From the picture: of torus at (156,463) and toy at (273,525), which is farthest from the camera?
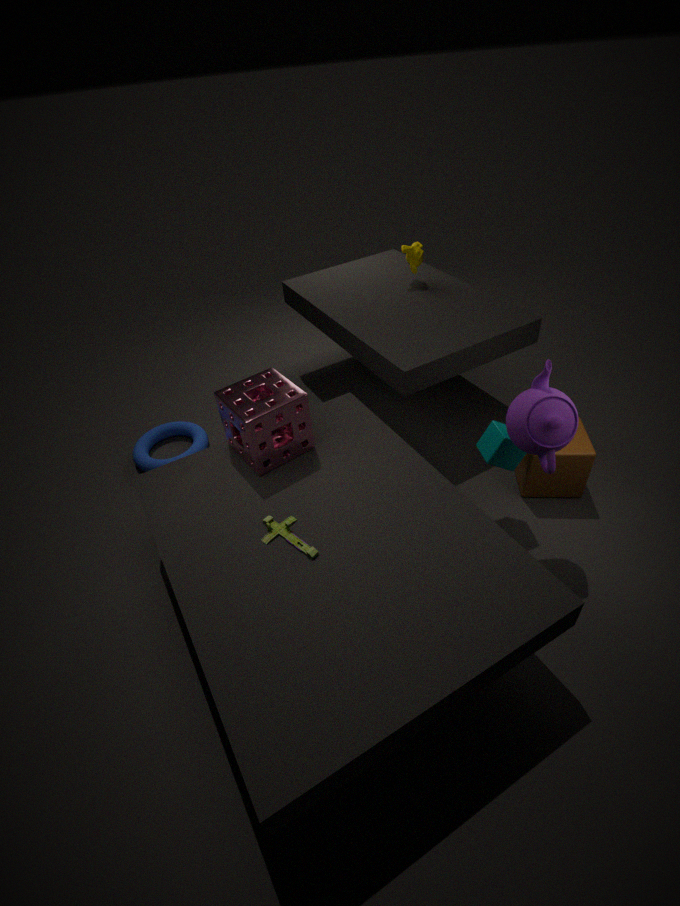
torus at (156,463)
